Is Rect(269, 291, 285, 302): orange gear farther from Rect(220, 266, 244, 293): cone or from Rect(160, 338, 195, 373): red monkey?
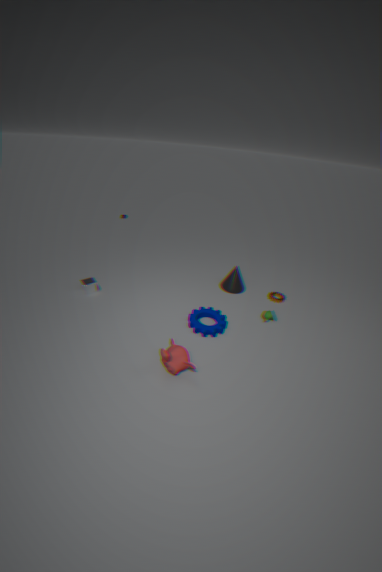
Rect(160, 338, 195, 373): red monkey
